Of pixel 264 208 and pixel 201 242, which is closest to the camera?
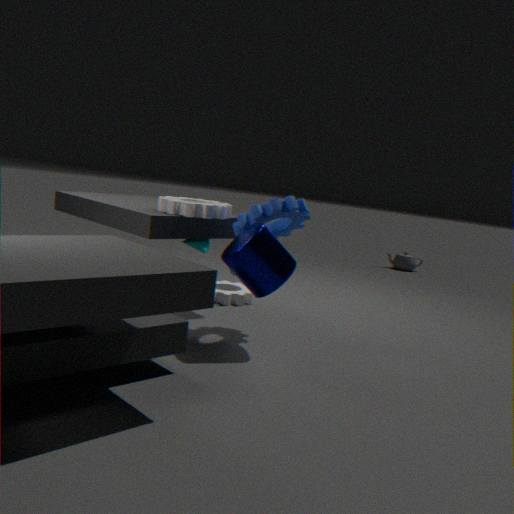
pixel 264 208
